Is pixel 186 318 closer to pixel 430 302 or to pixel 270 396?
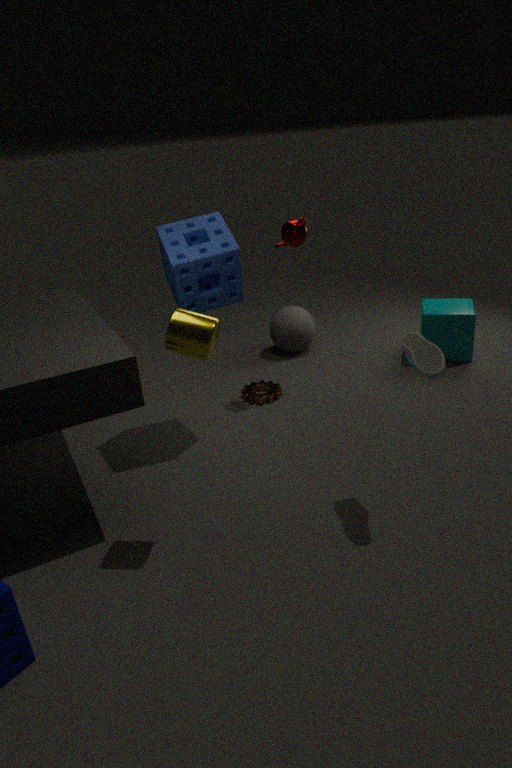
pixel 270 396
